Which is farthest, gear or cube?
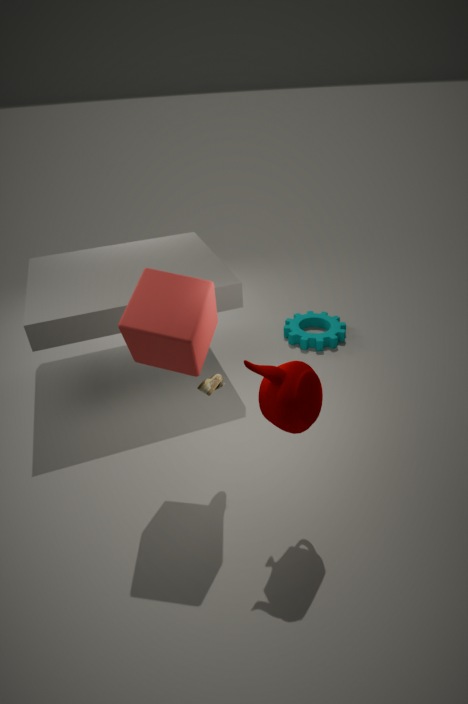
gear
